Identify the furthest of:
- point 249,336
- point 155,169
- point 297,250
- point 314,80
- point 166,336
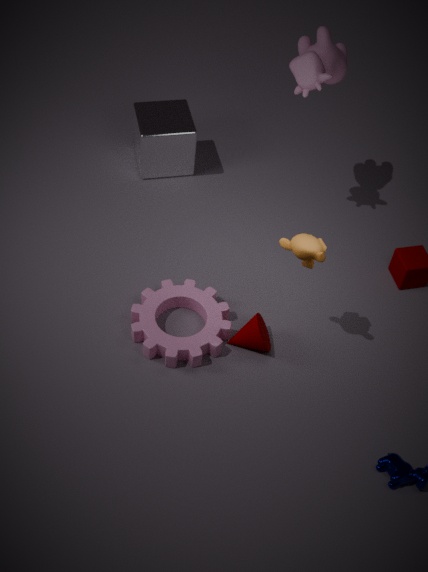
point 155,169
